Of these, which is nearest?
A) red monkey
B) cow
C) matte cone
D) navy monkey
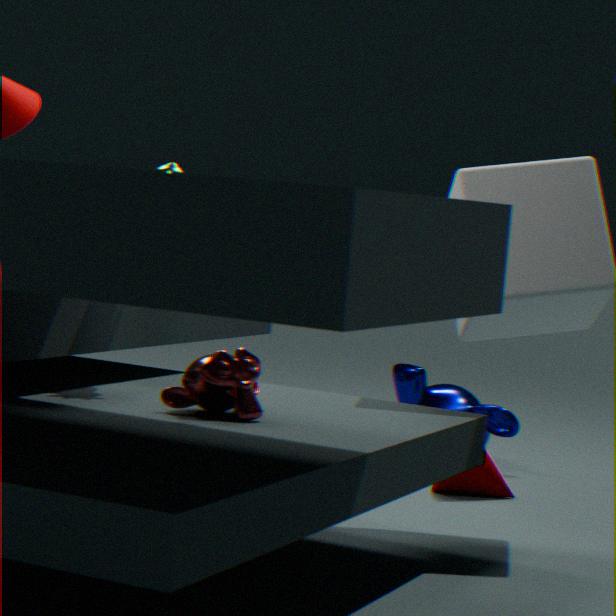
red monkey
